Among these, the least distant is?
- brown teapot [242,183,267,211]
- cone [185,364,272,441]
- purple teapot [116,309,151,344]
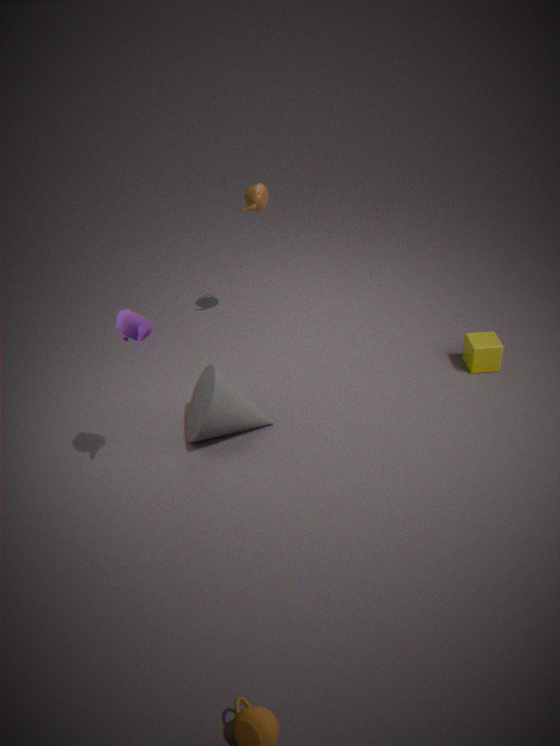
purple teapot [116,309,151,344]
